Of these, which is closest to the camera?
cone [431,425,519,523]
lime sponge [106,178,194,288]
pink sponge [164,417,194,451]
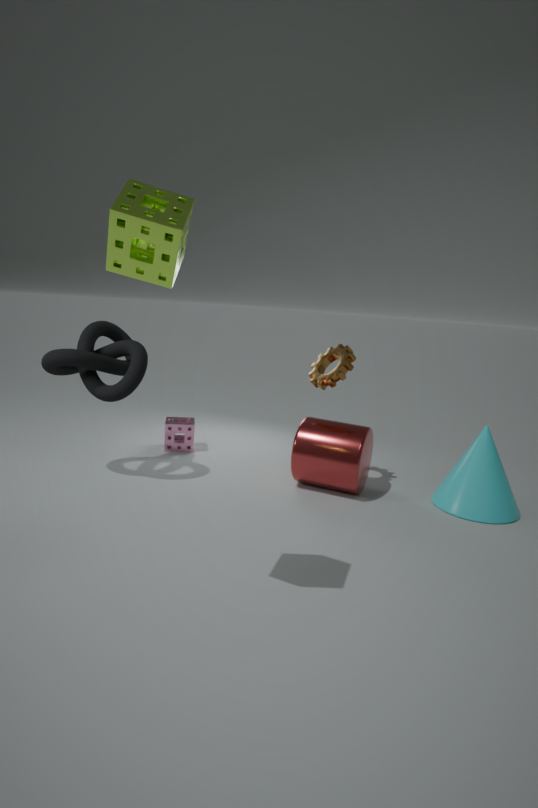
lime sponge [106,178,194,288]
